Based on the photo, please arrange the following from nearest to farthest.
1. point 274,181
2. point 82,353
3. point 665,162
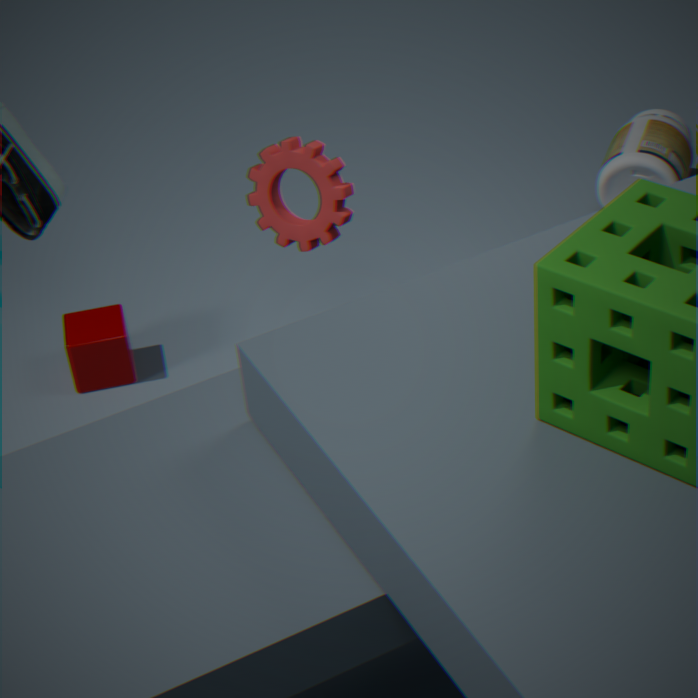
point 274,181 → point 82,353 → point 665,162
